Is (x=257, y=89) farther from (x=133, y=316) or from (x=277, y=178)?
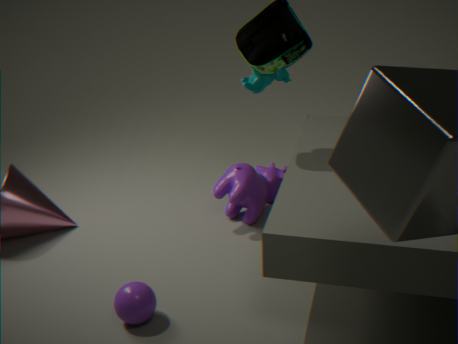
(x=133, y=316)
